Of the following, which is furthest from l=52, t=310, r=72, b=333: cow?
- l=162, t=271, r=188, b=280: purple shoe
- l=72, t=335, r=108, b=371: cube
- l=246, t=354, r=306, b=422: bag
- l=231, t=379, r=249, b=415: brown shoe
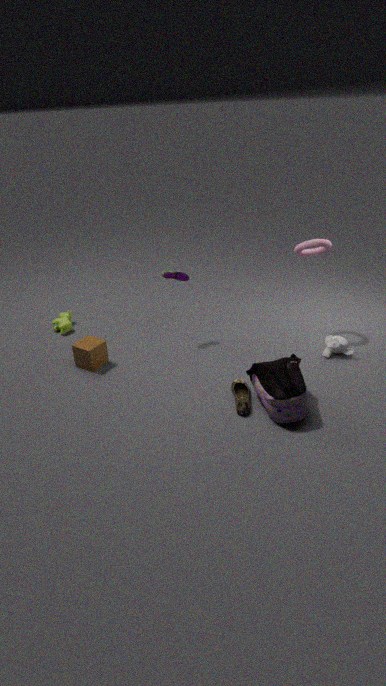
l=246, t=354, r=306, b=422: bag
